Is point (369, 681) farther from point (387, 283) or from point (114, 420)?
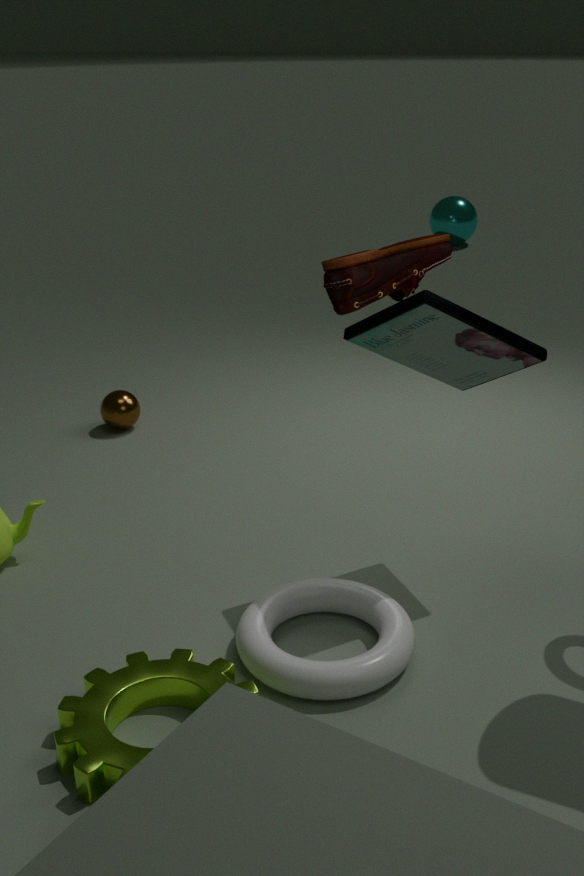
point (114, 420)
